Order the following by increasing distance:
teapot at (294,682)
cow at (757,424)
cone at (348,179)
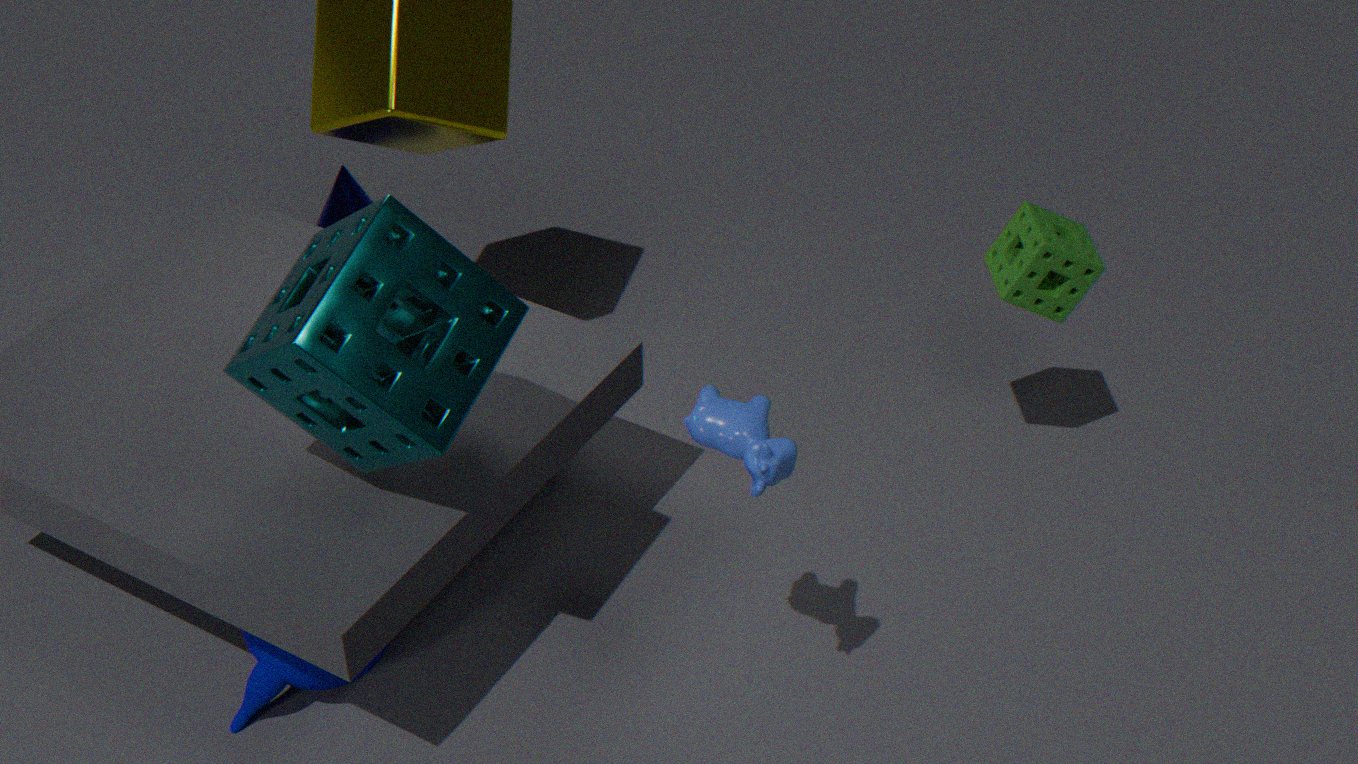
cow at (757,424), teapot at (294,682), cone at (348,179)
